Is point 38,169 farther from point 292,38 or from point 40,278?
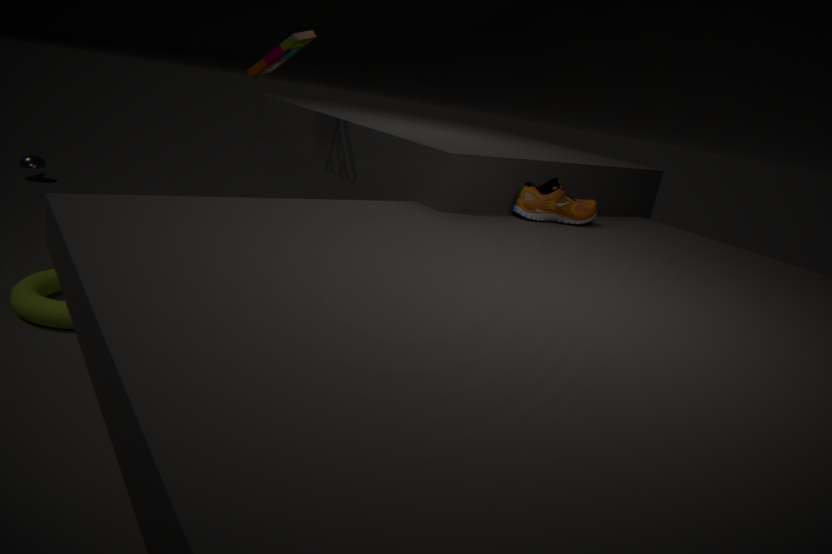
point 292,38
